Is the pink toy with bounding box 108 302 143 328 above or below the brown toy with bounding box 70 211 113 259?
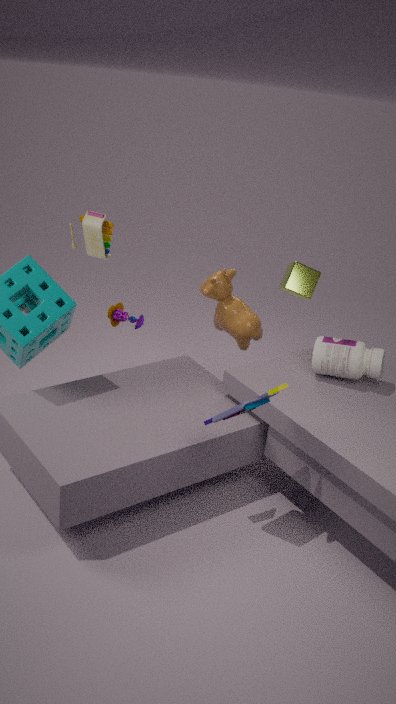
below
